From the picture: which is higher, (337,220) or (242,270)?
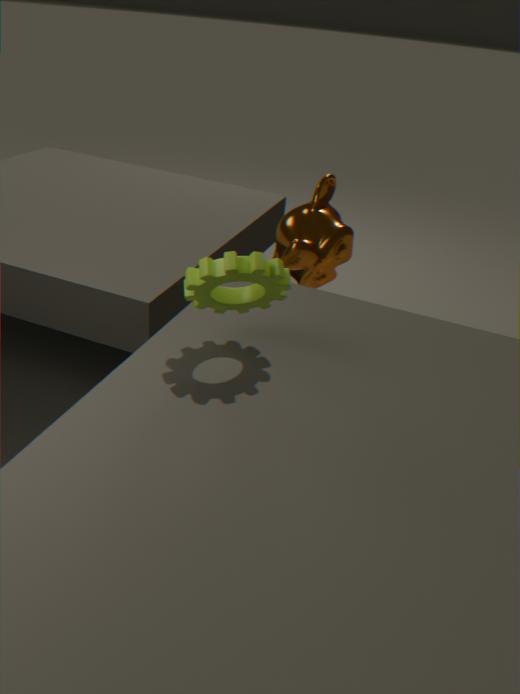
(242,270)
